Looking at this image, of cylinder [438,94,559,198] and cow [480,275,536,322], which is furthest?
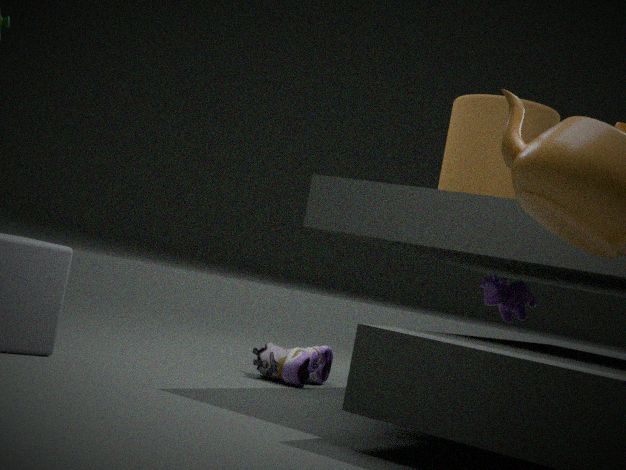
cow [480,275,536,322]
